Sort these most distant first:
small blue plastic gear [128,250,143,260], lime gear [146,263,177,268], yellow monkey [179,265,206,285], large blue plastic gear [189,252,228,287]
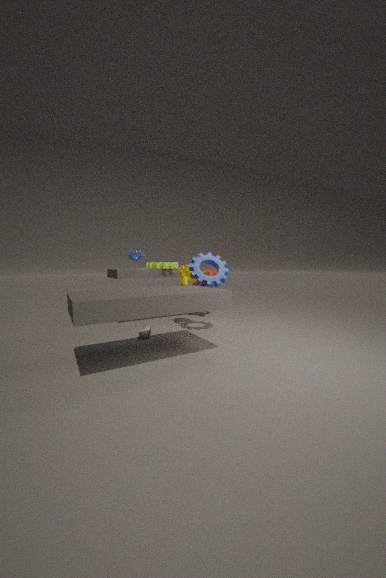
small blue plastic gear [128,250,143,260], lime gear [146,263,177,268], yellow monkey [179,265,206,285], large blue plastic gear [189,252,228,287]
